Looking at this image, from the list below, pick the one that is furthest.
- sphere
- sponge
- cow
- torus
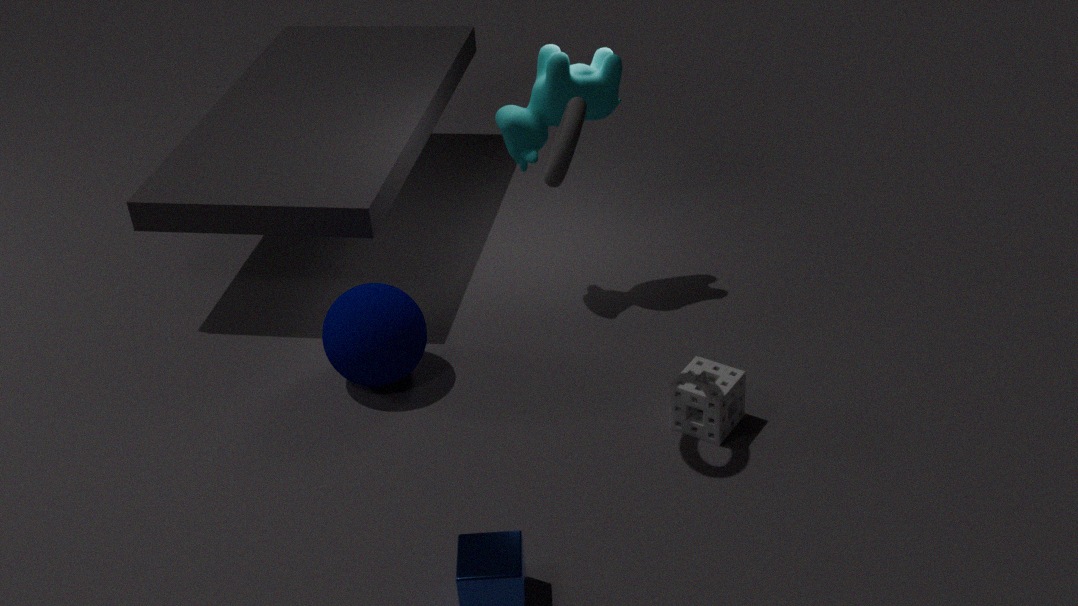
cow
